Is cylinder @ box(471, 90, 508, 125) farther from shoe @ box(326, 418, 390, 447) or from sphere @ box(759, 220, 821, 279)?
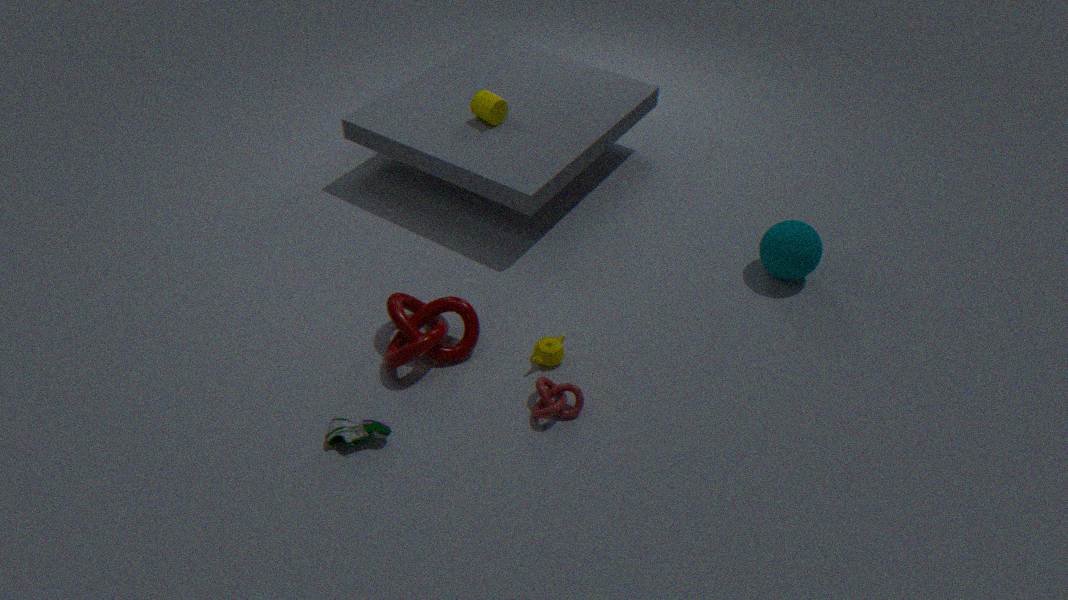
shoe @ box(326, 418, 390, 447)
